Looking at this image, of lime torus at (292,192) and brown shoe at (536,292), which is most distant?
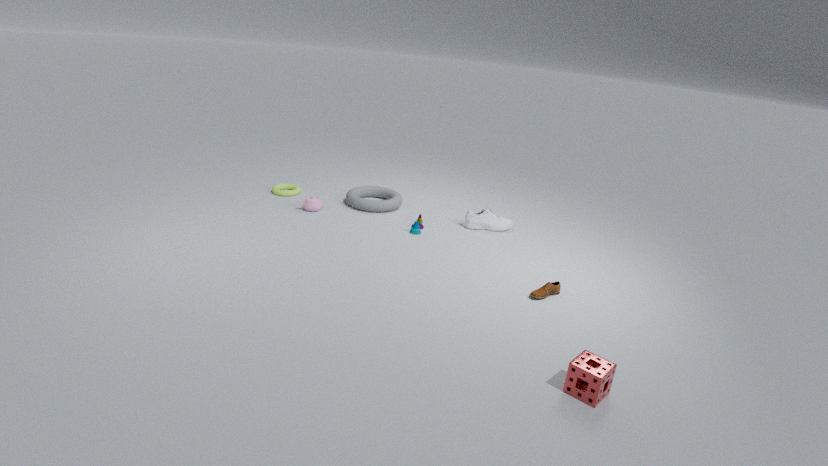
lime torus at (292,192)
